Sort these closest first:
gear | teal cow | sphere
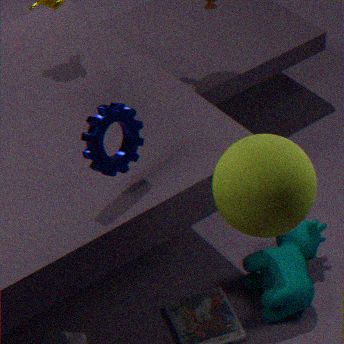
sphere < gear < teal cow
